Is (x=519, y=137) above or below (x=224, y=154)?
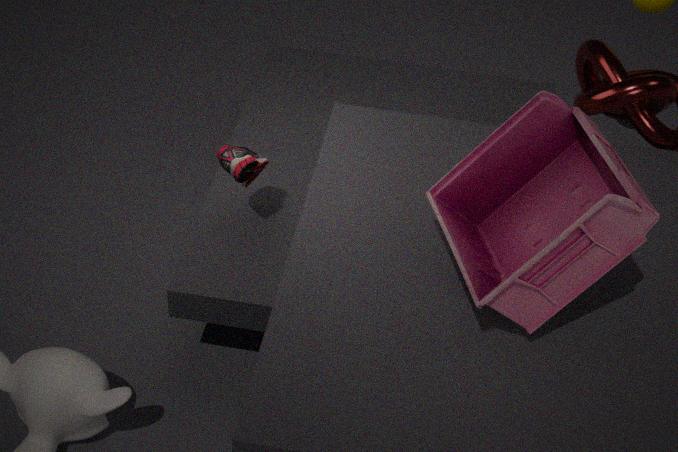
above
